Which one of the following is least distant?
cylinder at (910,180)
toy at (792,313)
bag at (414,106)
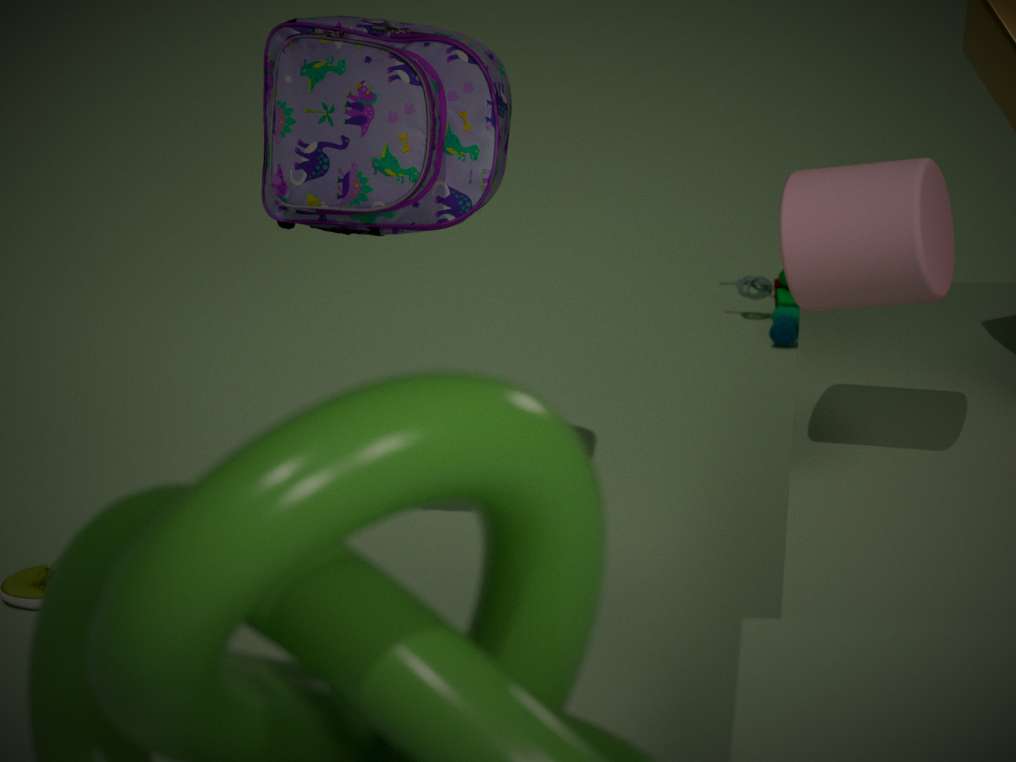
cylinder at (910,180)
